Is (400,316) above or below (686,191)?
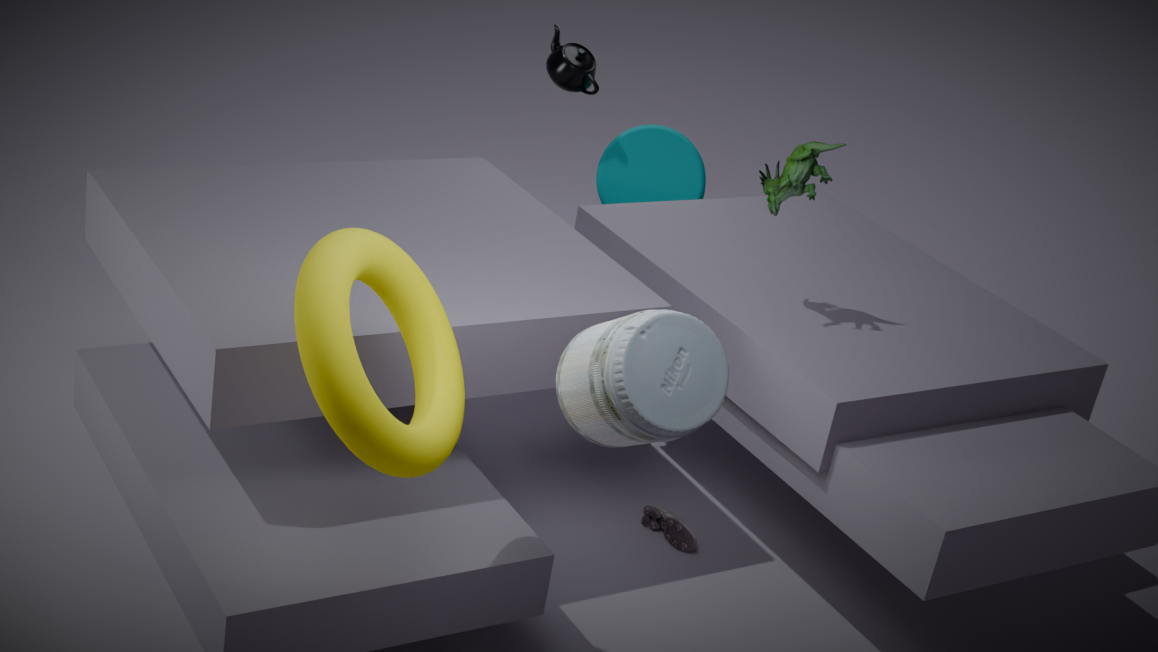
above
